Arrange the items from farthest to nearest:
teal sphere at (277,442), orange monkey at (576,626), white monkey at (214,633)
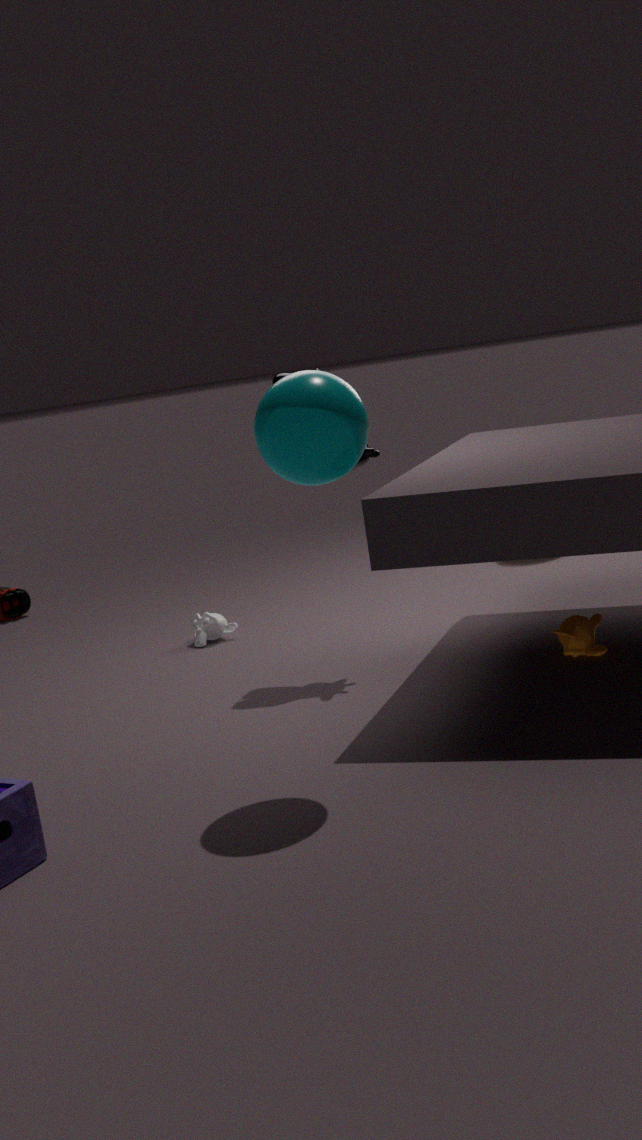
white monkey at (214,633), orange monkey at (576,626), teal sphere at (277,442)
